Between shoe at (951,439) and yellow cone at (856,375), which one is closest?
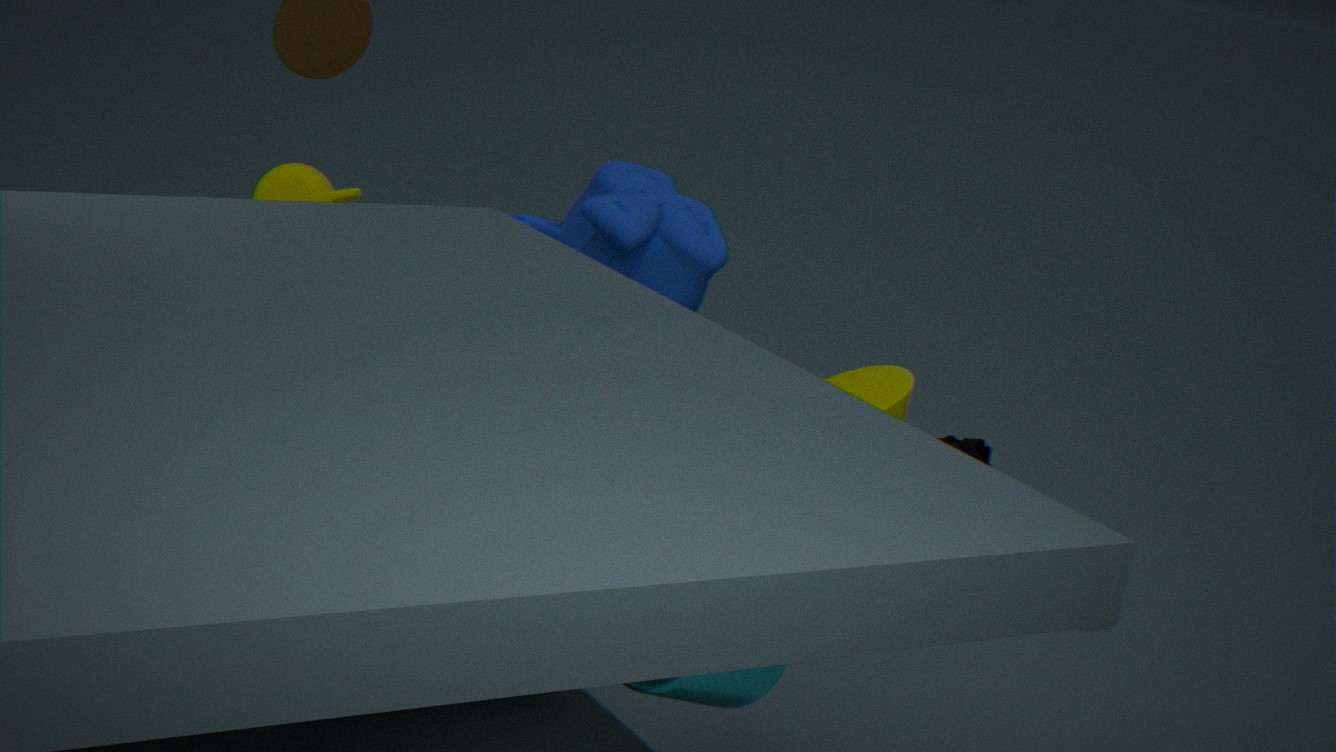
yellow cone at (856,375)
